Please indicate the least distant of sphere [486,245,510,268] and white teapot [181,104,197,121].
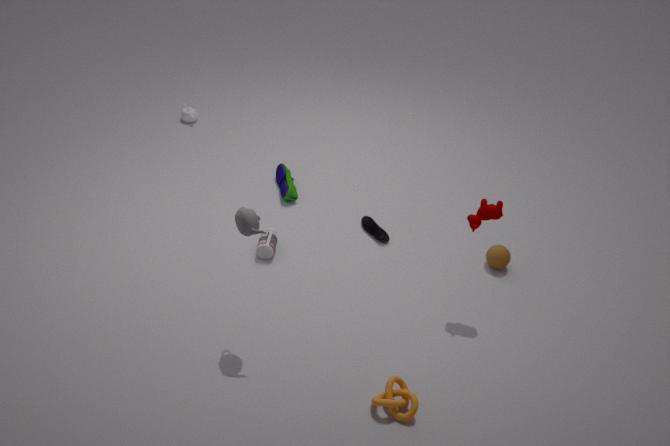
sphere [486,245,510,268]
